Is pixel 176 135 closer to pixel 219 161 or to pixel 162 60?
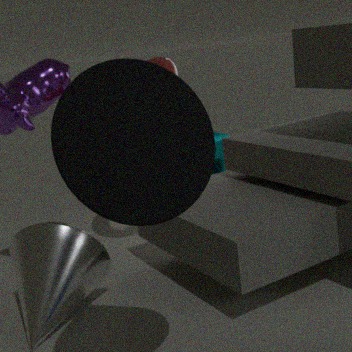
pixel 162 60
